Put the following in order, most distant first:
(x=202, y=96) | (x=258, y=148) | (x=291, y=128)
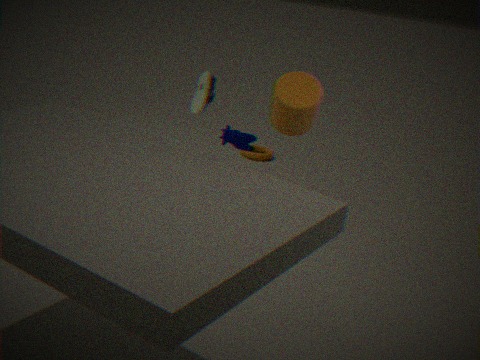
(x=258, y=148) < (x=202, y=96) < (x=291, y=128)
